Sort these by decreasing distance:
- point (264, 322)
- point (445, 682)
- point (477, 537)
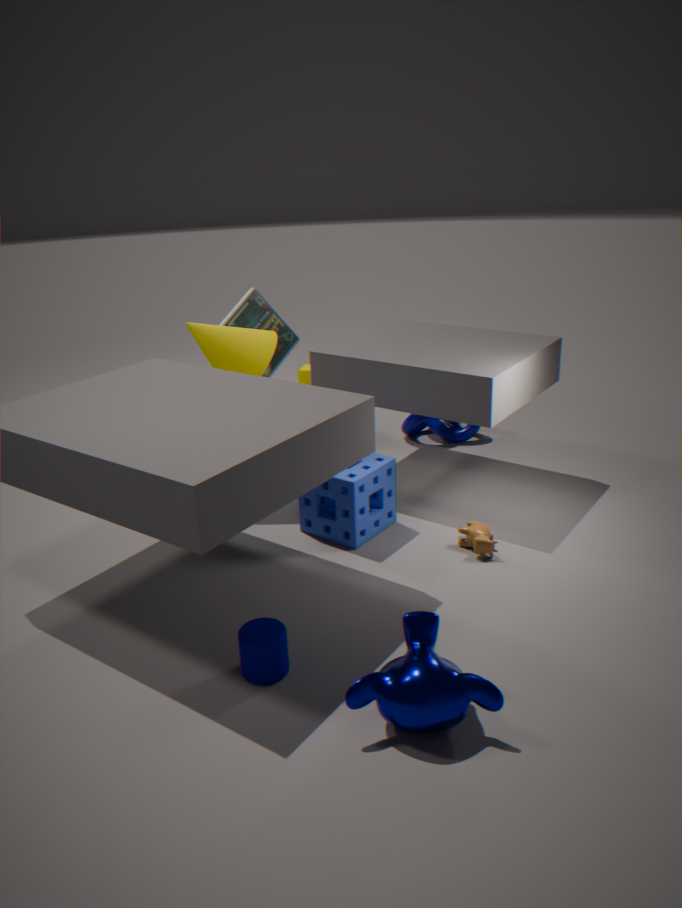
point (264, 322) < point (477, 537) < point (445, 682)
